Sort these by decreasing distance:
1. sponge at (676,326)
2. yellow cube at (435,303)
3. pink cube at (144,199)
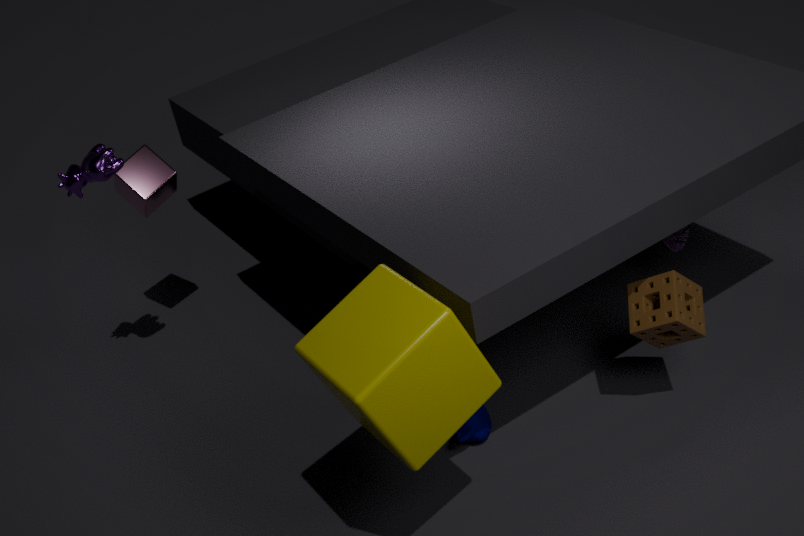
pink cube at (144,199), sponge at (676,326), yellow cube at (435,303)
